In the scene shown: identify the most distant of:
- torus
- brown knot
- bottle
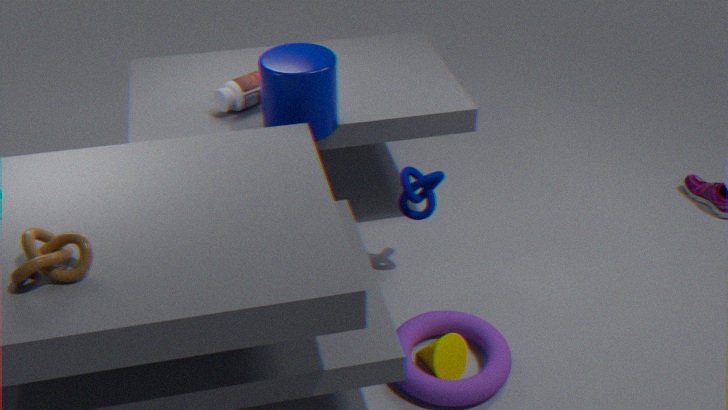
bottle
